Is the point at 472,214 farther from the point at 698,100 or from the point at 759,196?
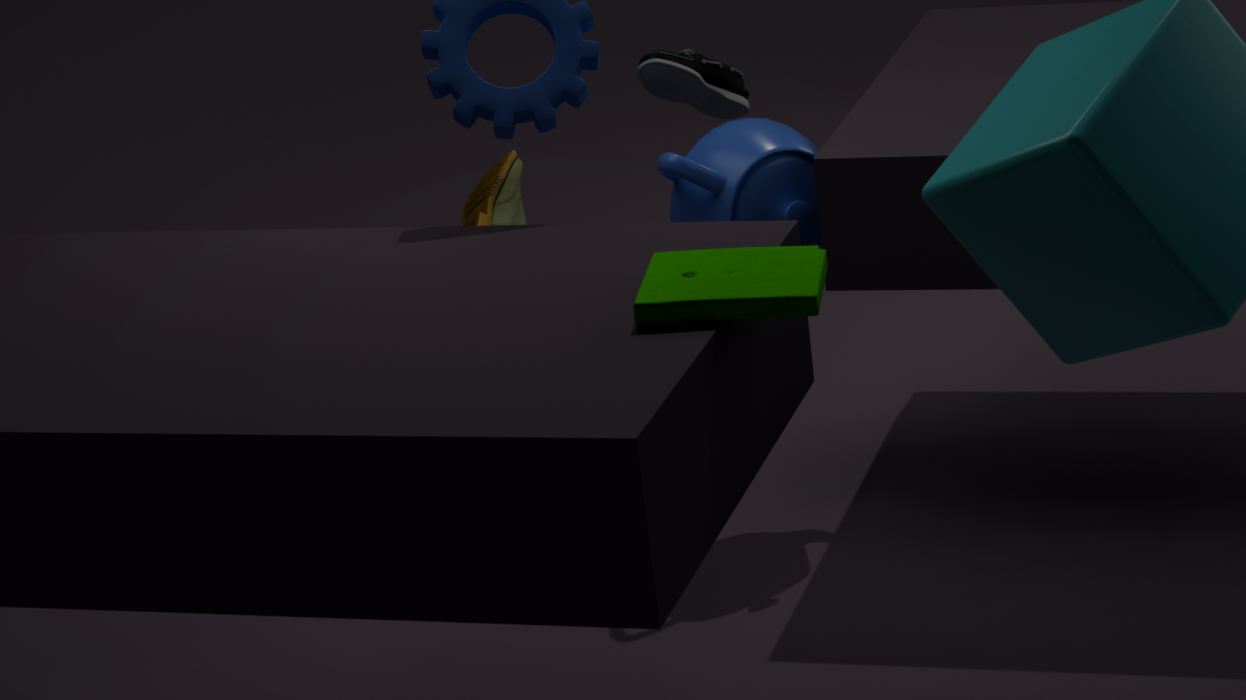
the point at 698,100
